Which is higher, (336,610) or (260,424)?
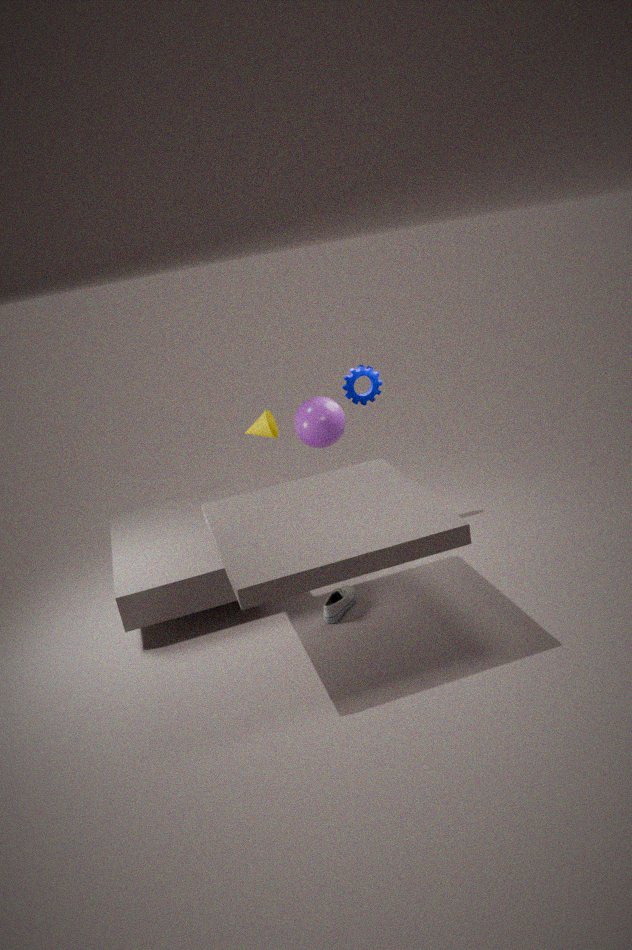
(260,424)
